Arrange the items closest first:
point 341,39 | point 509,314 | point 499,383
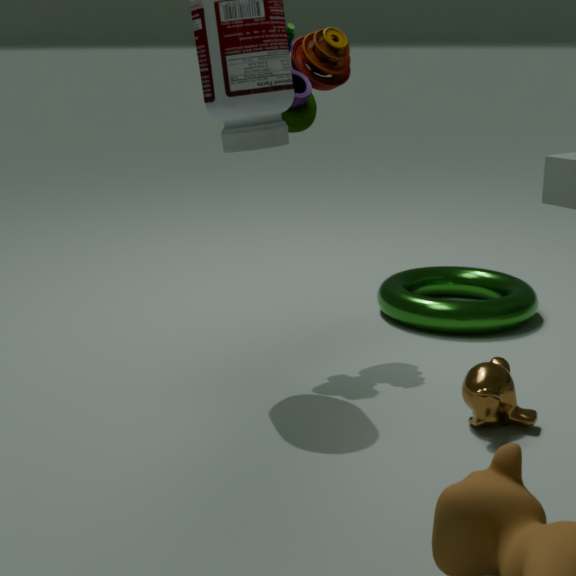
point 499,383
point 341,39
point 509,314
